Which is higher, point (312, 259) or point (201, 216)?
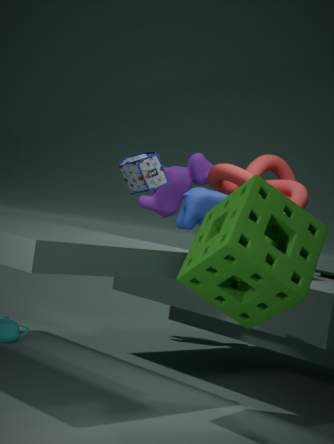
point (201, 216)
